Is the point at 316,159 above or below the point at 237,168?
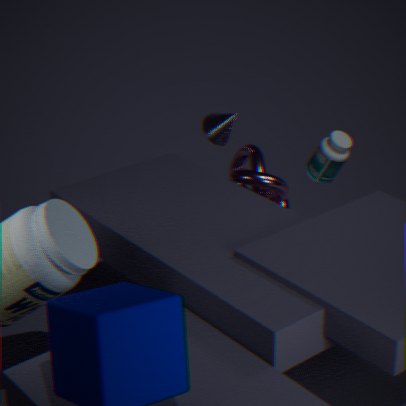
above
